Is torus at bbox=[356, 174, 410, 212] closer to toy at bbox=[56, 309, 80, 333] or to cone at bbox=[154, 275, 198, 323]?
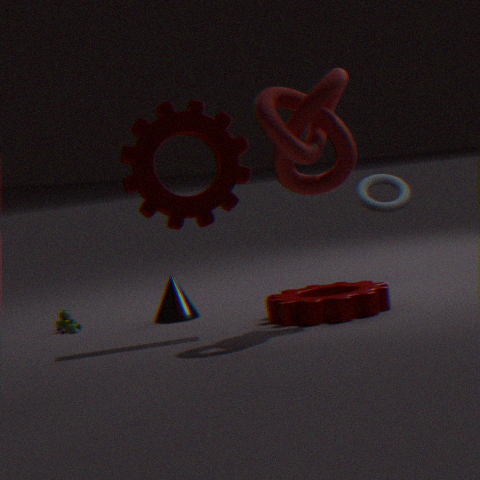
cone at bbox=[154, 275, 198, 323]
